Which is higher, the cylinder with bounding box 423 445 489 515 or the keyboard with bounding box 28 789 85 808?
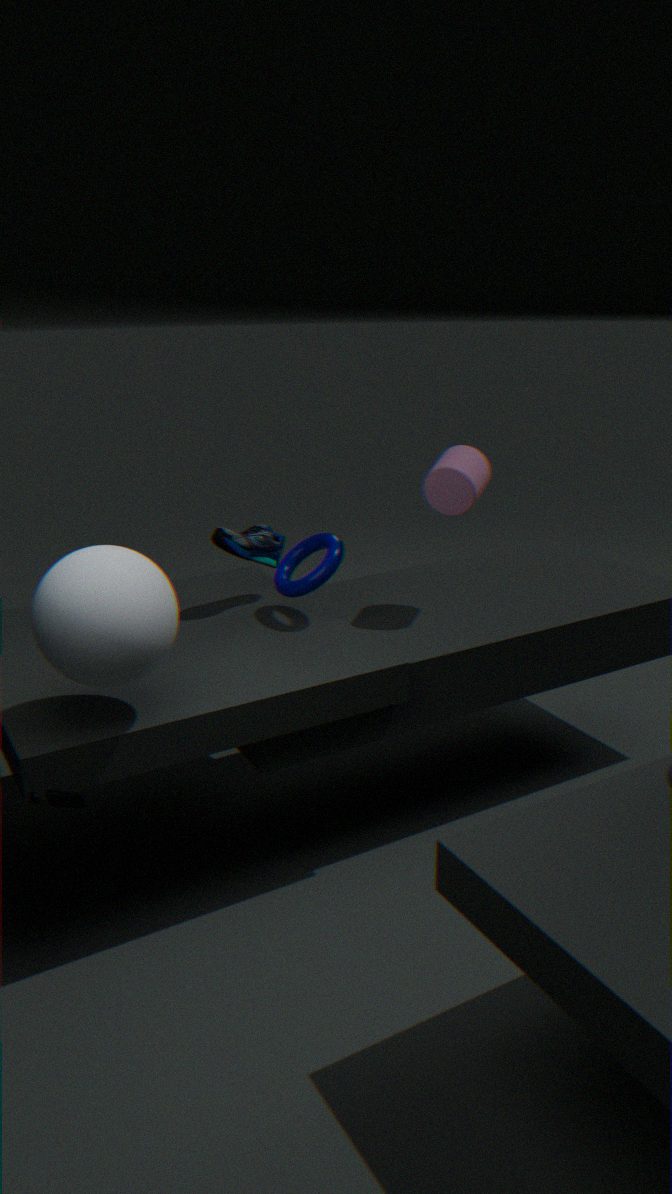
the cylinder with bounding box 423 445 489 515
